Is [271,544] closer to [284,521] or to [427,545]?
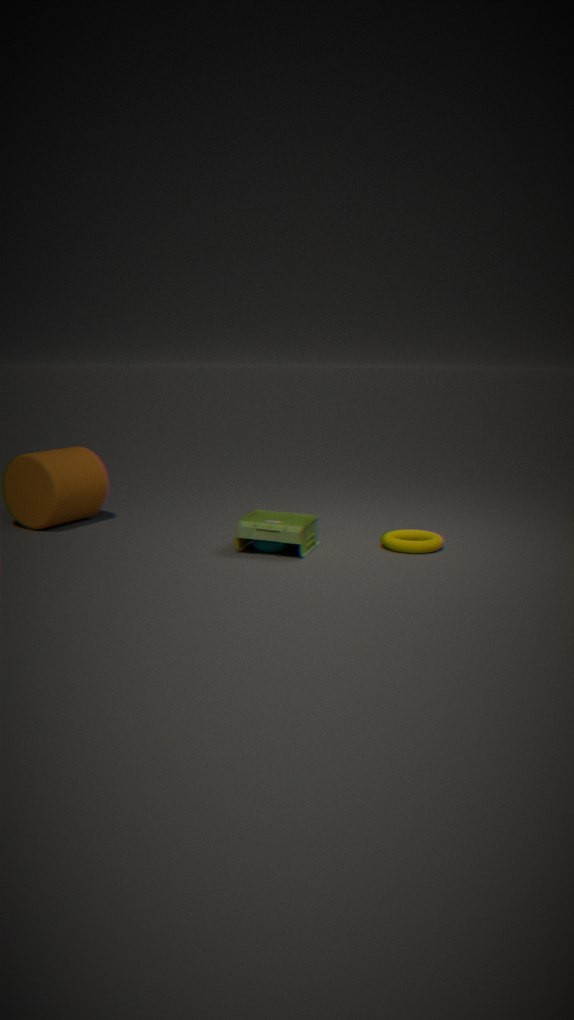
[284,521]
